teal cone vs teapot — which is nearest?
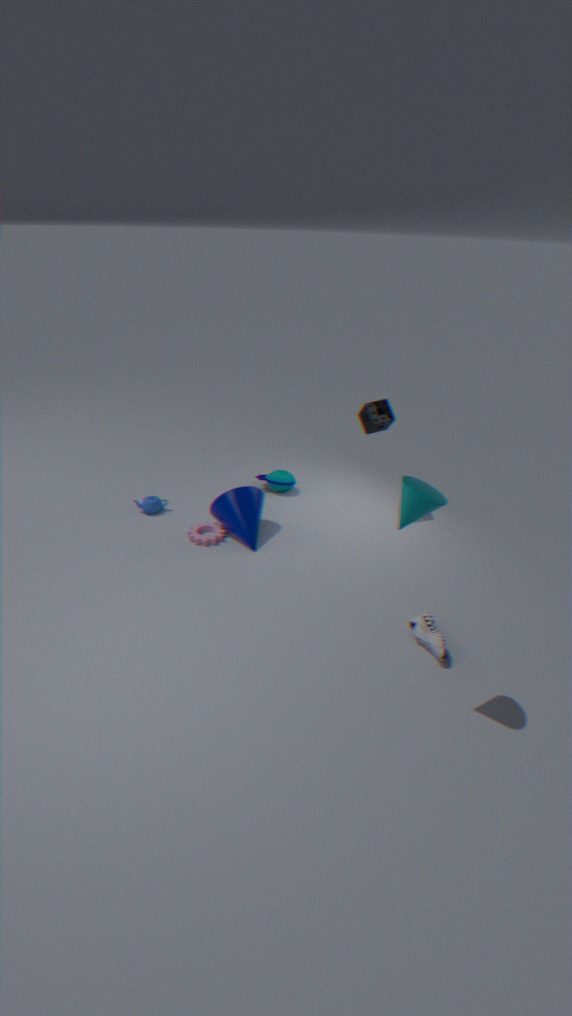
teal cone
